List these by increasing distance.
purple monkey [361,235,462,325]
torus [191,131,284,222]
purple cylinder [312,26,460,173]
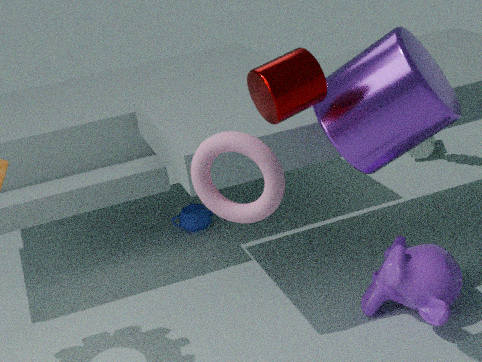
1. torus [191,131,284,222]
2. purple cylinder [312,26,460,173]
3. purple monkey [361,235,462,325]
